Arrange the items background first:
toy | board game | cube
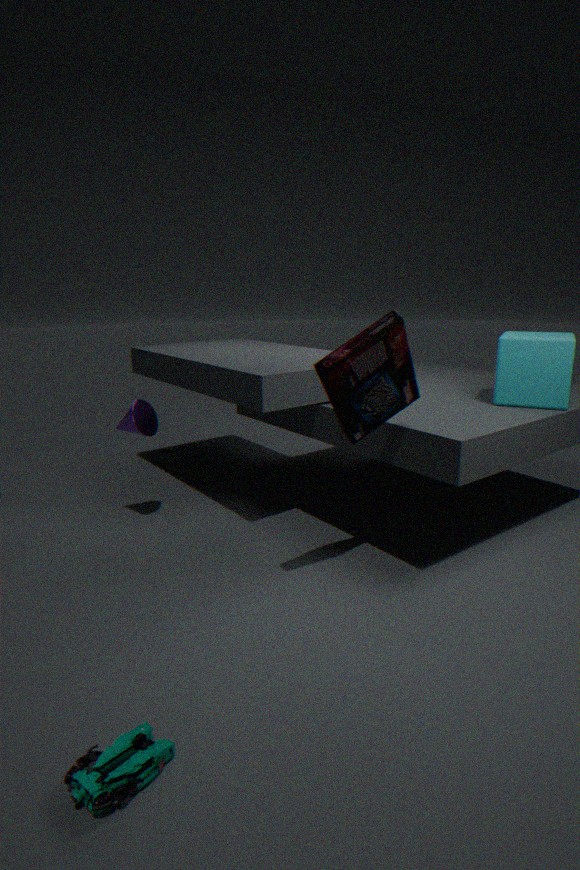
cube
board game
toy
